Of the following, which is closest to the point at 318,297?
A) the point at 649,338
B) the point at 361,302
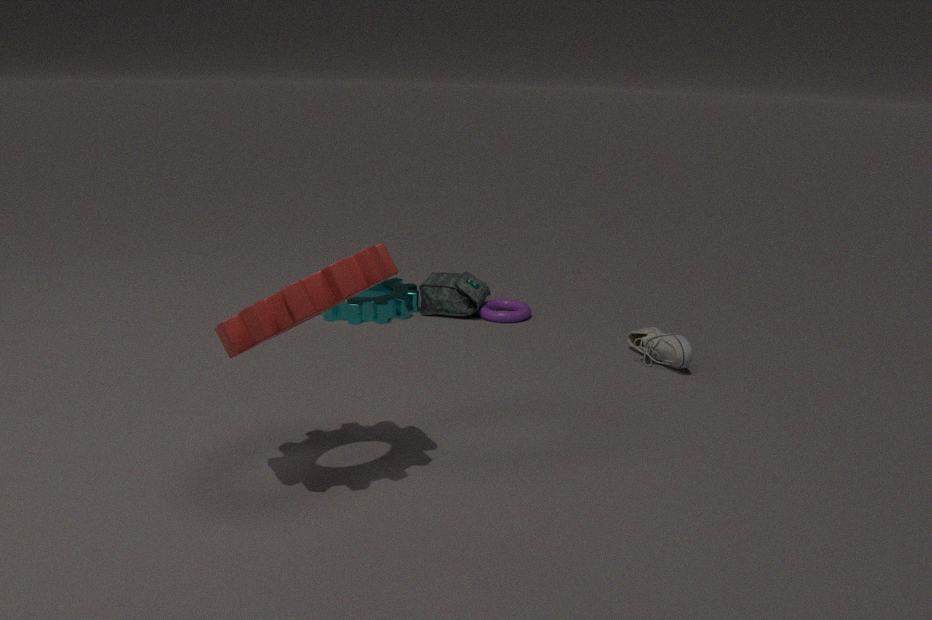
the point at 649,338
